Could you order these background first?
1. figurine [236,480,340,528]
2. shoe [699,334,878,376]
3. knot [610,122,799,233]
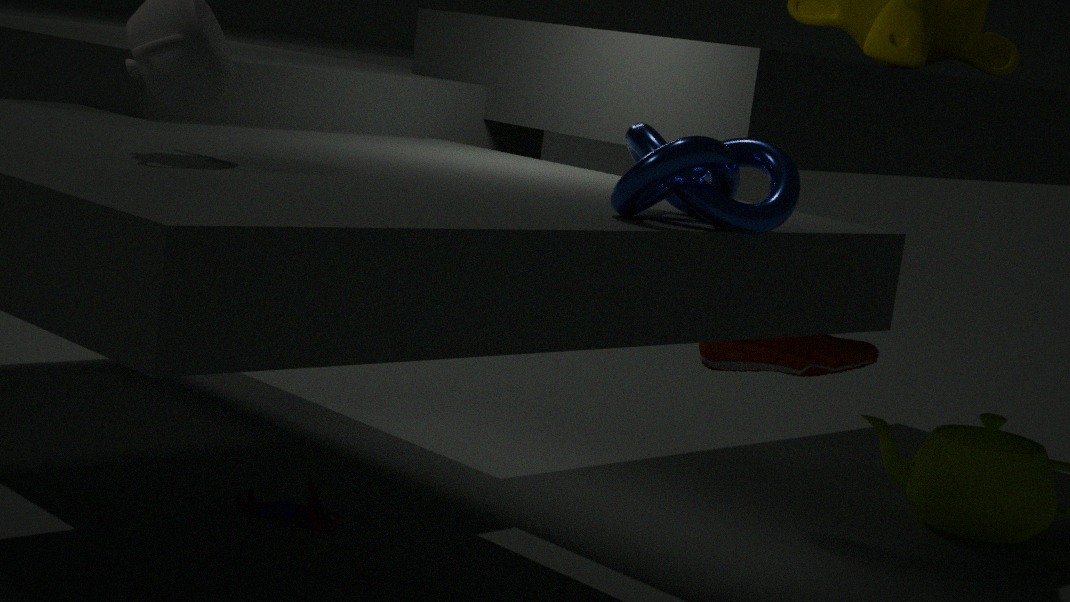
shoe [699,334,878,376], figurine [236,480,340,528], knot [610,122,799,233]
